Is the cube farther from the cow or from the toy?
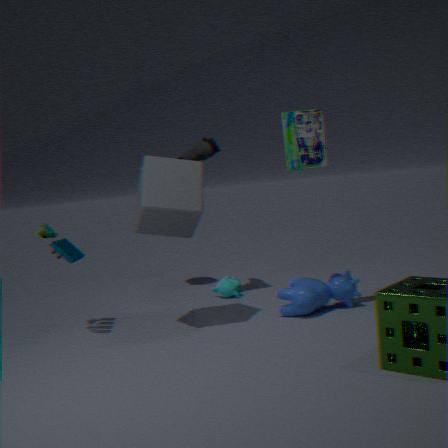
the cow
